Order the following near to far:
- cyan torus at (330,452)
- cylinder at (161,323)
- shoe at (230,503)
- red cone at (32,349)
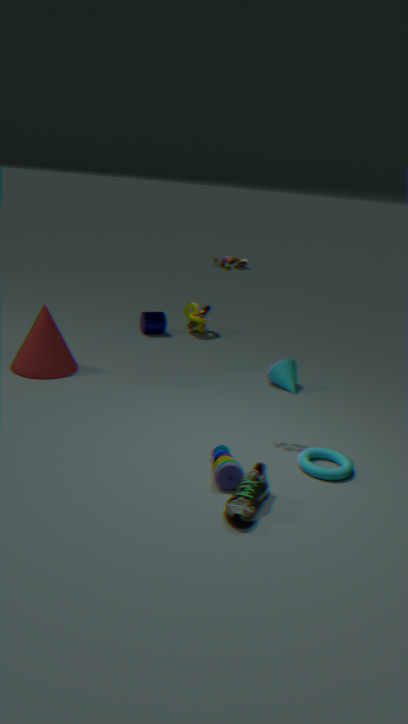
shoe at (230,503) → cyan torus at (330,452) → red cone at (32,349) → cylinder at (161,323)
